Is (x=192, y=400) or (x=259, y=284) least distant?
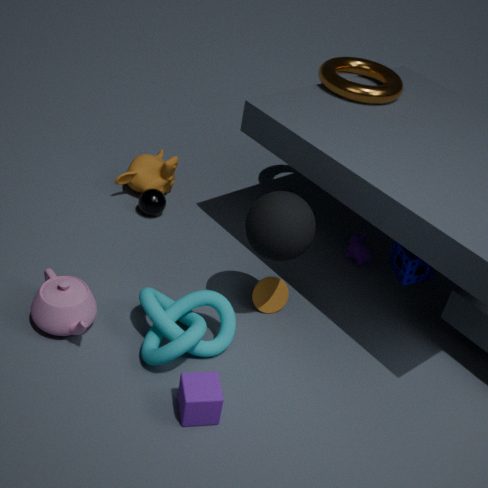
(x=192, y=400)
